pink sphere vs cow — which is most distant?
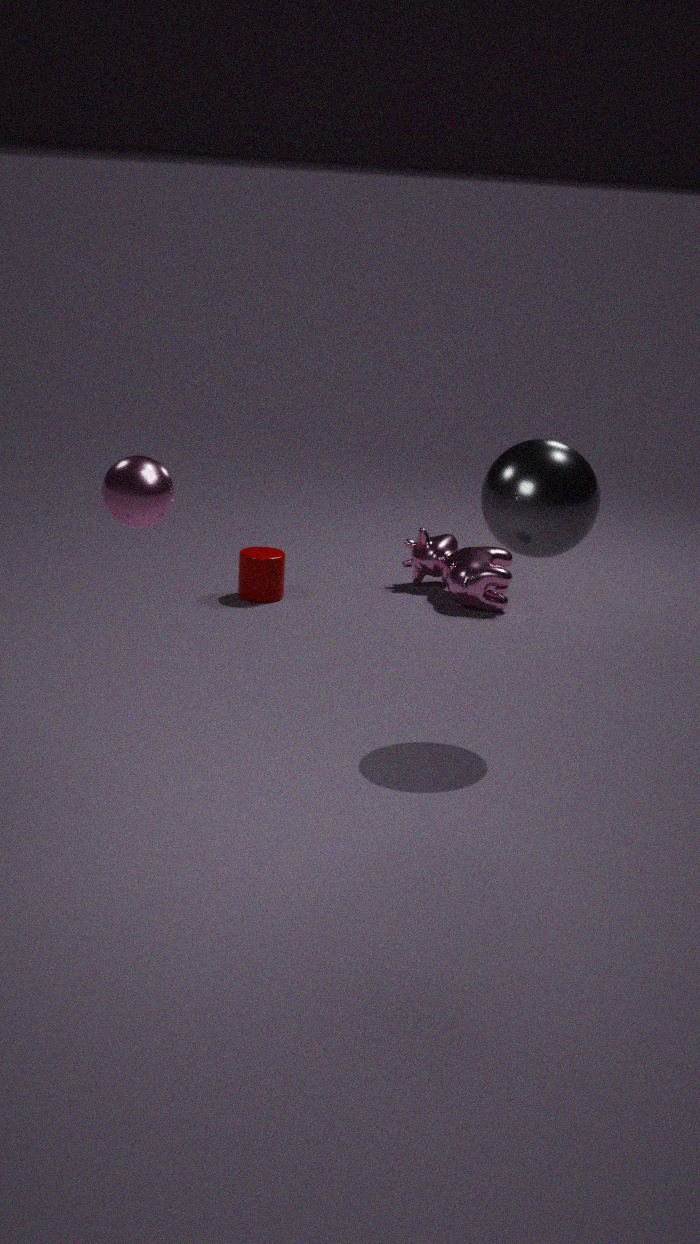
cow
